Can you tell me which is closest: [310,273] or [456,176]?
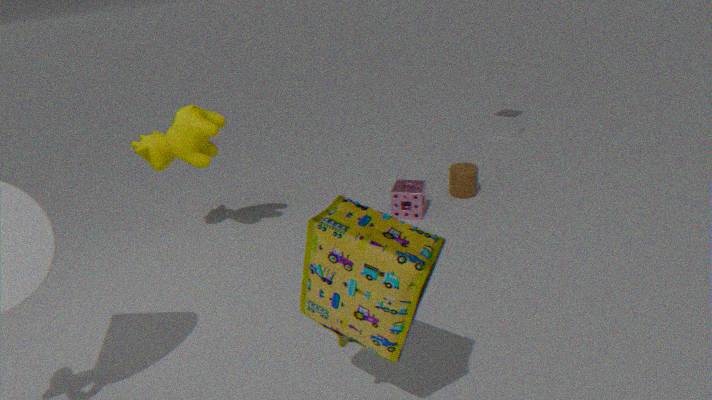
[310,273]
